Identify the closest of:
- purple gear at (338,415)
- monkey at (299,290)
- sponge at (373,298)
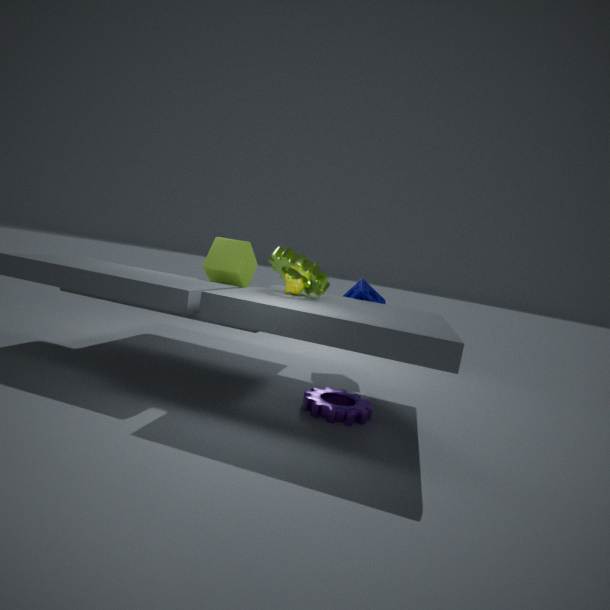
purple gear at (338,415)
